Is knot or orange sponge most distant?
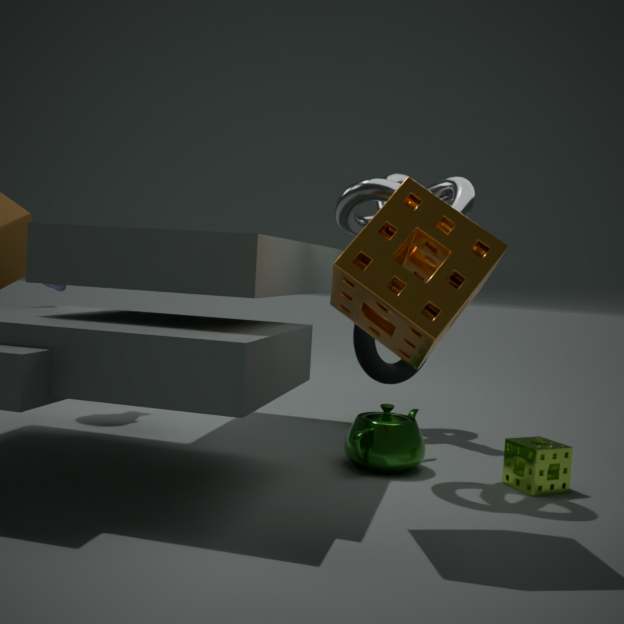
knot
